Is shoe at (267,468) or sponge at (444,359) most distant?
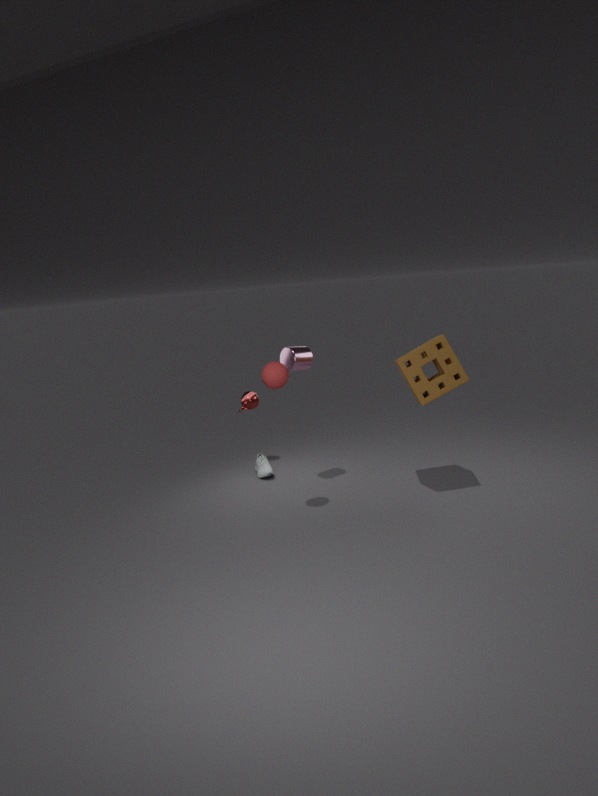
shoe at (267,468)
